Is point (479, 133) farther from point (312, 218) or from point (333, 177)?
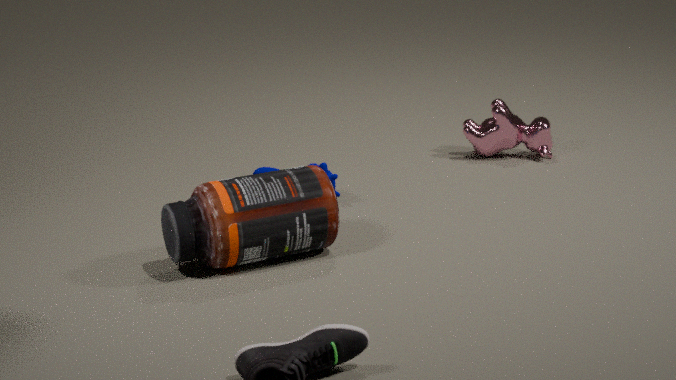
point (312, 218)
